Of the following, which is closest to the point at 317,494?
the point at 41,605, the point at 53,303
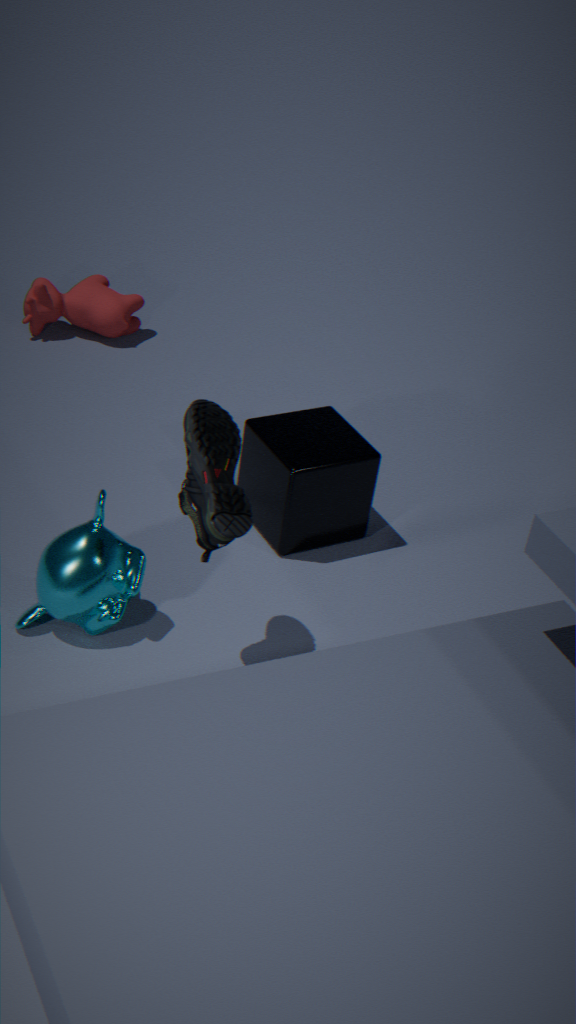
the point at 41,605
